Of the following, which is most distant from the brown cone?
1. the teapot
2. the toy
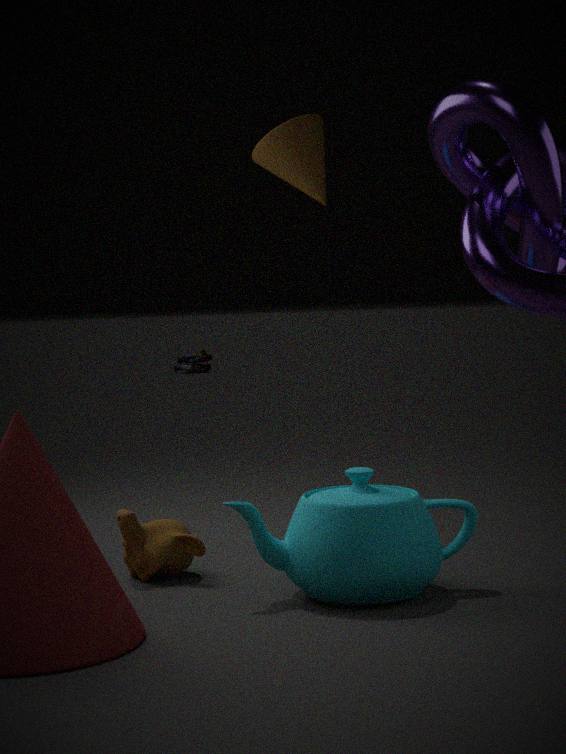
the toy
